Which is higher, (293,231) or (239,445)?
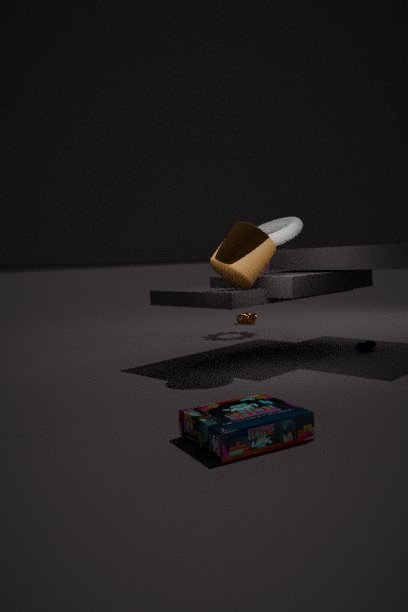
(293,231)
